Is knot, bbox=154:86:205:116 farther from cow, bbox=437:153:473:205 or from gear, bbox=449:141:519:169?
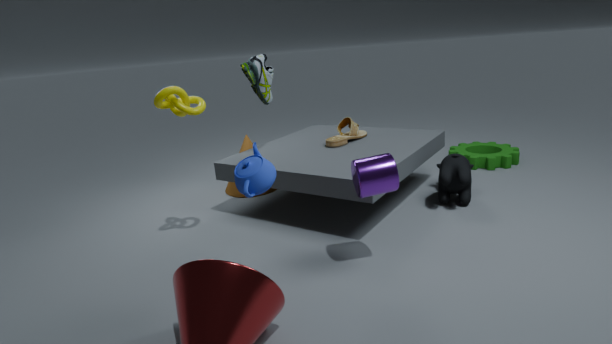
gear, bbox=449:141:519:169
